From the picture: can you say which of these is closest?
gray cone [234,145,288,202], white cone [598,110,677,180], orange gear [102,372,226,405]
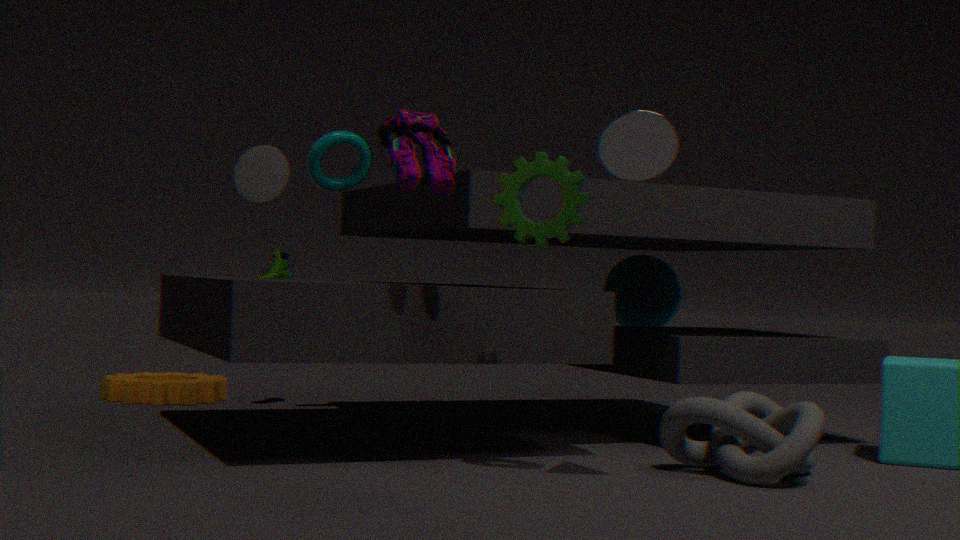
white cone [598,110,677,180]
